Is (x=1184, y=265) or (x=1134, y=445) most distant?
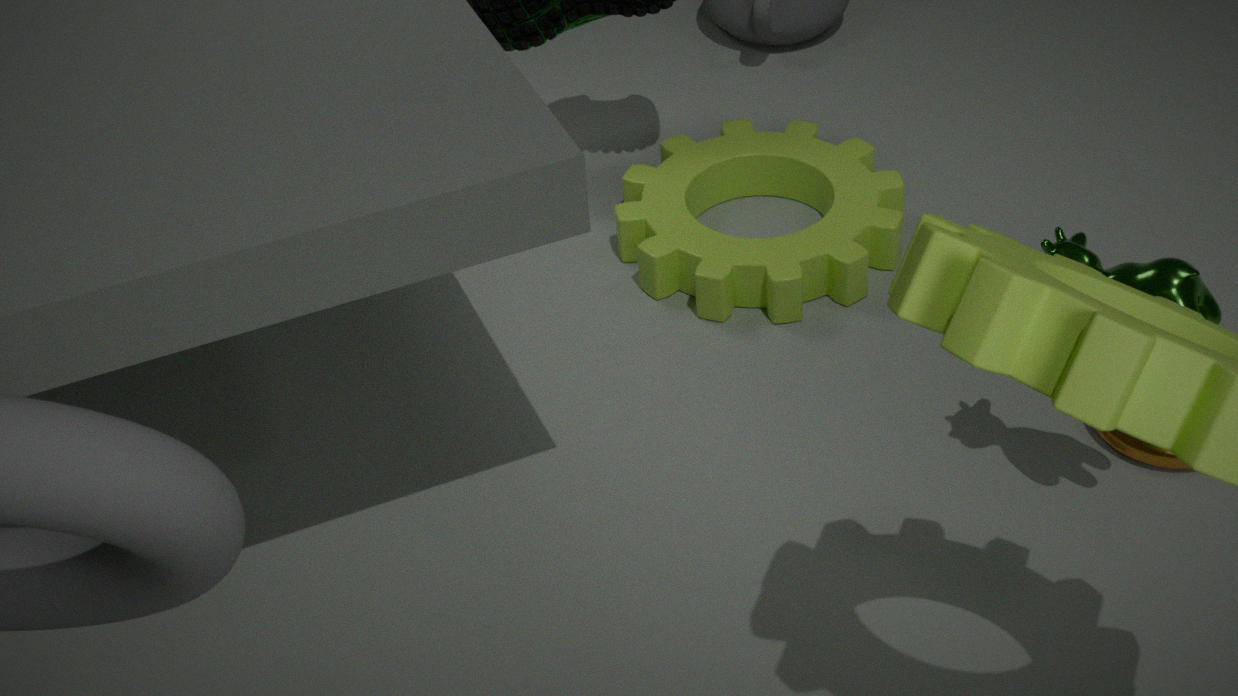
(x=1134, y=445)
